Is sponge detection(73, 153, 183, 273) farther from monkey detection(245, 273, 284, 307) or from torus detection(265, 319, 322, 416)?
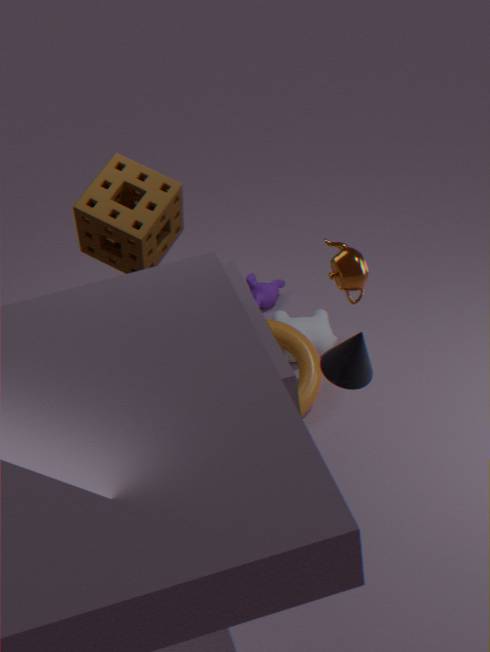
monkey detection(245, 273, 284, 307)
